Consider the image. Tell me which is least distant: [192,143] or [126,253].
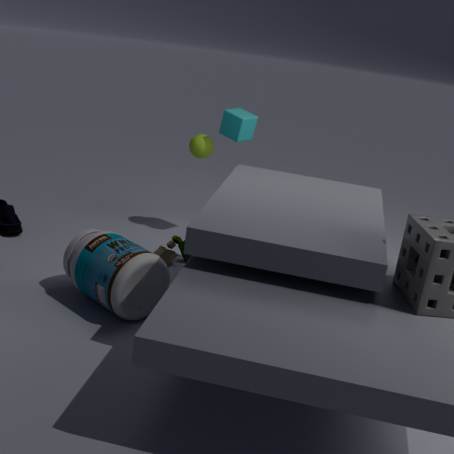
[126,253]
